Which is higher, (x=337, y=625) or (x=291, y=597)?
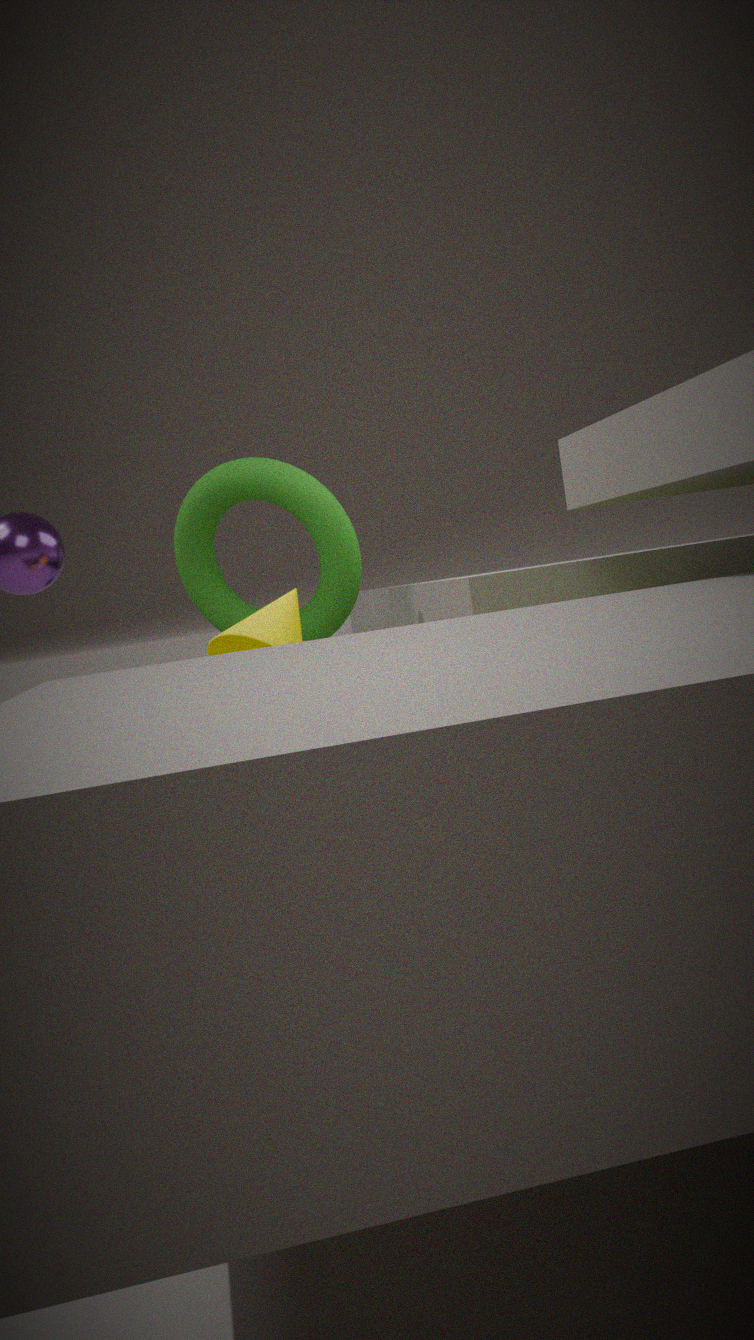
(x=337, y=625)
